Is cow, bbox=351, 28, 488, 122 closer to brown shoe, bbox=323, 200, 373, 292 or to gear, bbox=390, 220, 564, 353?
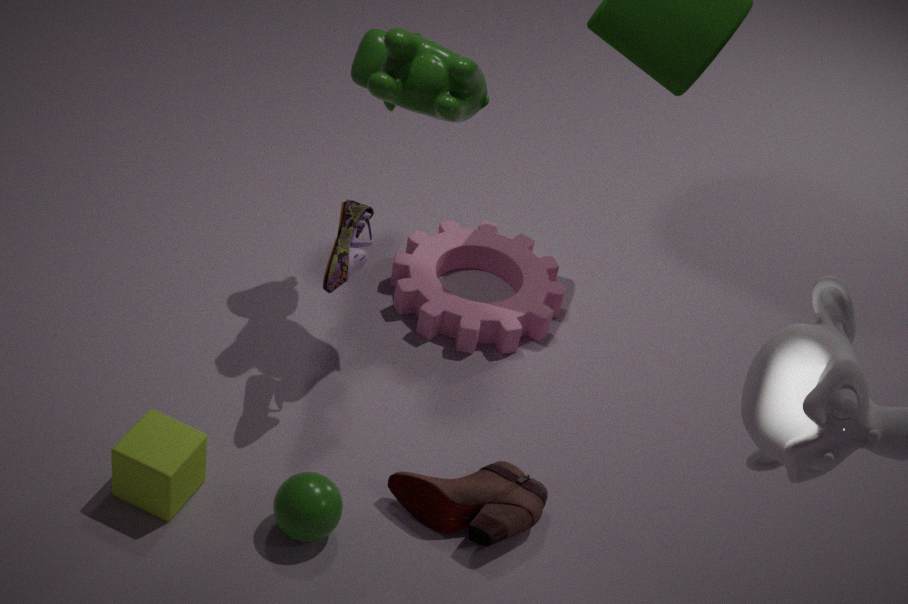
brown shoe, bbox=323, 200, 373, 292
